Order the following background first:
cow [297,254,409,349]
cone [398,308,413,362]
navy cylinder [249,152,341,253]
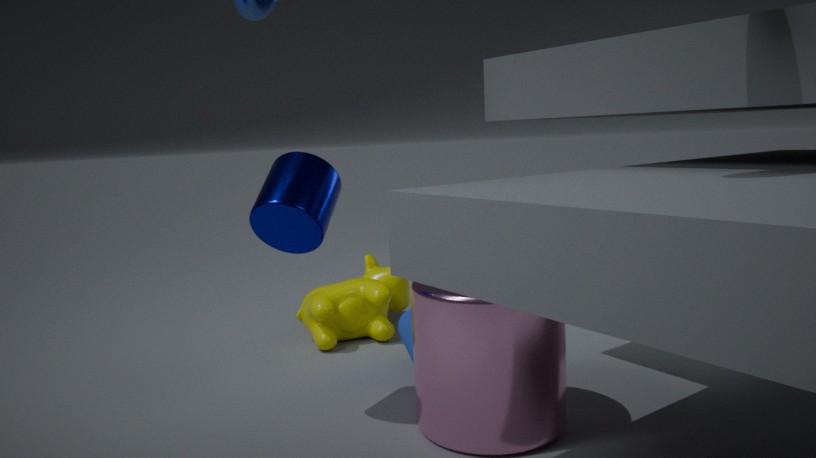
cow [297,254,409,349]
cone [398,308,413,362]
navy cylinder [249,152,341,253]
